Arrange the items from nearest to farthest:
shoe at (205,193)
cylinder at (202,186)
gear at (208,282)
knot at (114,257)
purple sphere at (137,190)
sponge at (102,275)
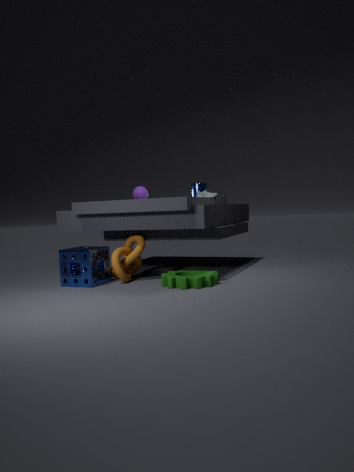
gear at (208,282) < sponge at (102,275) < knot at (114,257) < shoe at (205,193) < cylinder at (202,186) < purple sphere at (137,190)
